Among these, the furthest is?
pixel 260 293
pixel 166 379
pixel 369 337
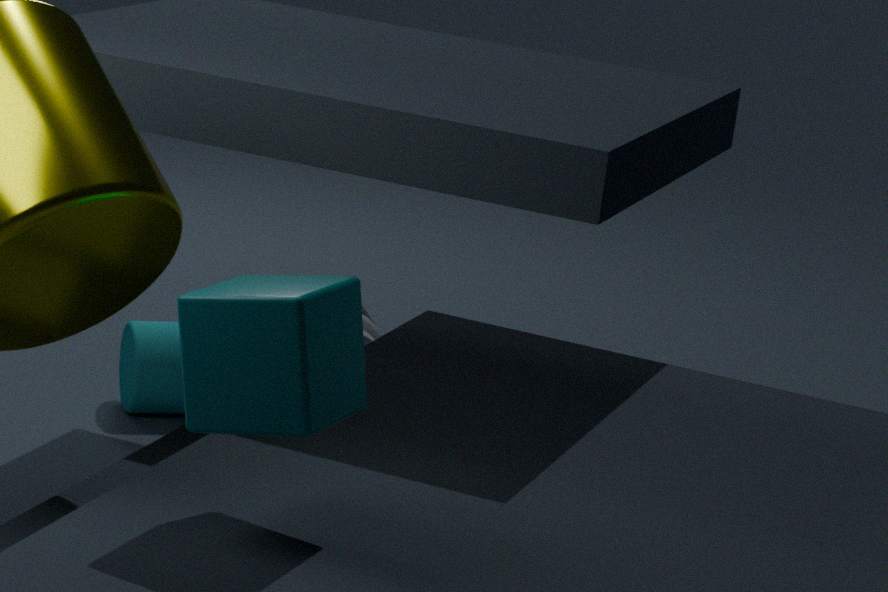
pixel 369 337
